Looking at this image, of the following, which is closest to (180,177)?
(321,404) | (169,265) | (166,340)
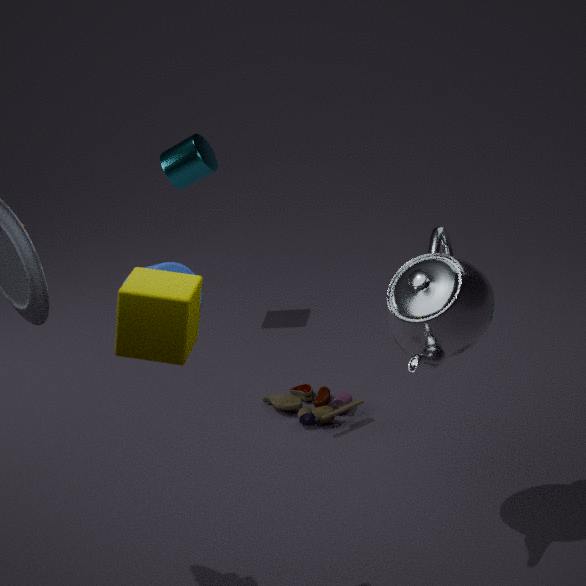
(321,404)
